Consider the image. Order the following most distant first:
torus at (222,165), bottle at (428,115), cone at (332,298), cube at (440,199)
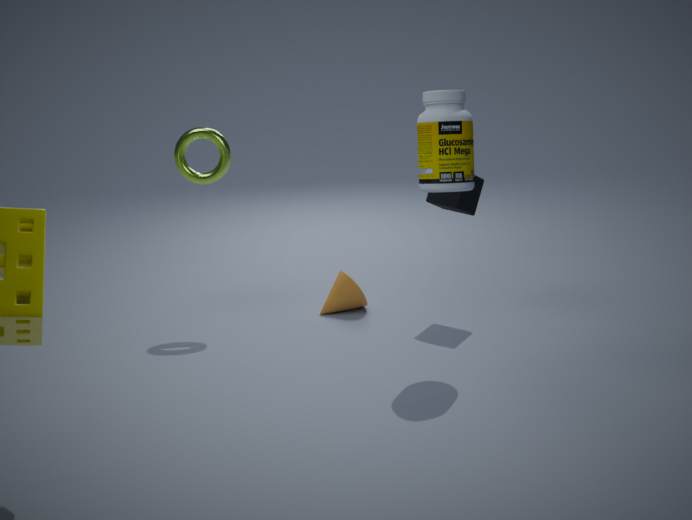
cone at (332,298) → torus at (222,165) → cube at (440,199) → bottle at (428,115)
